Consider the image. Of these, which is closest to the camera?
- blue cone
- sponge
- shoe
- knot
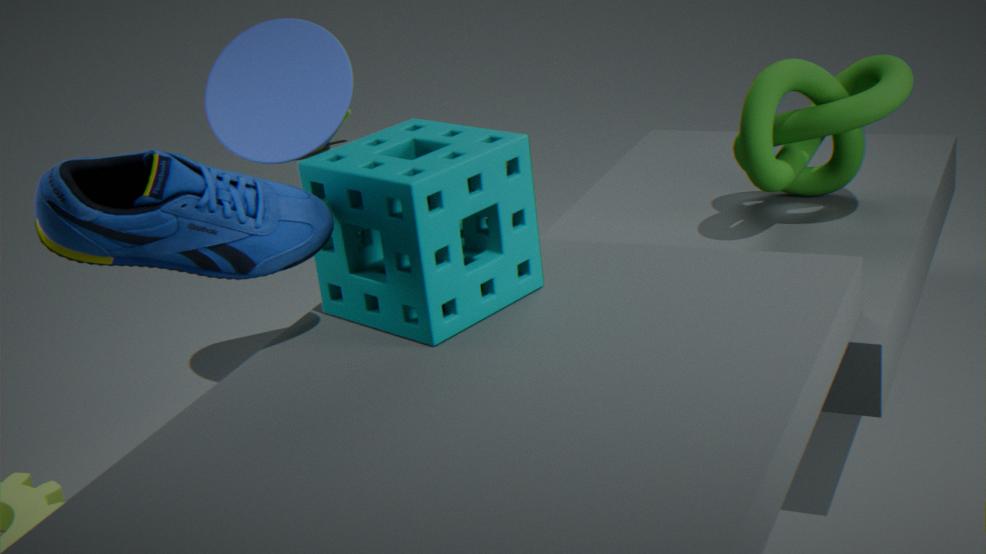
shoe
